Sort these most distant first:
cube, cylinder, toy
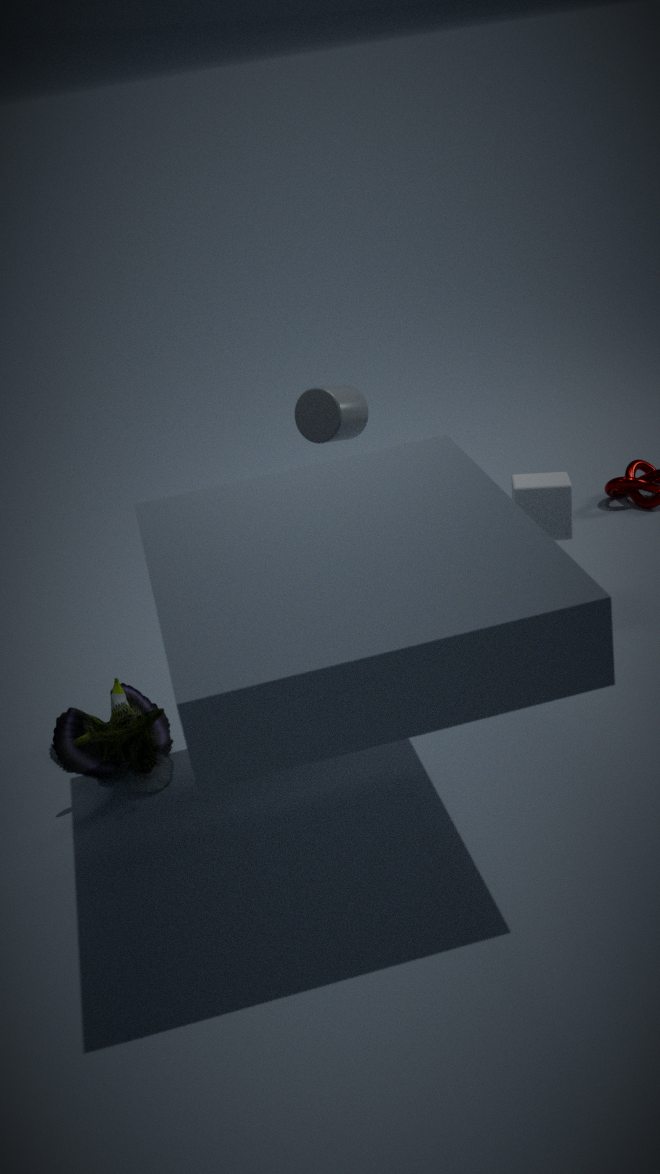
cylinder < cube < toy
